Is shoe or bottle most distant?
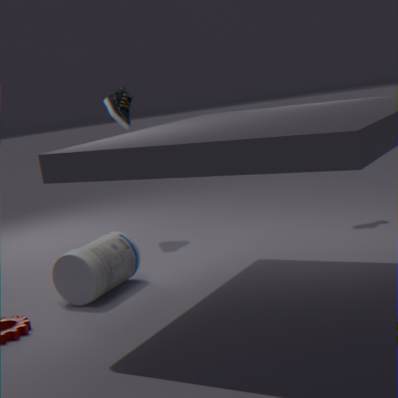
shoe
